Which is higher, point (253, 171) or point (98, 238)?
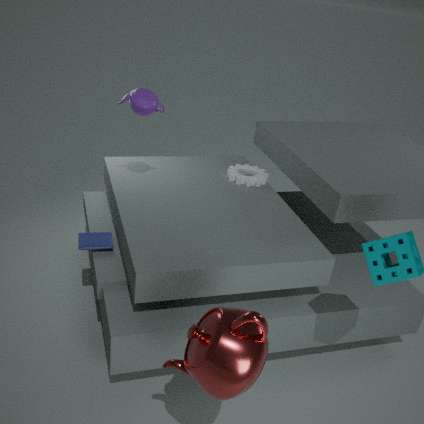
point (253, 171)
